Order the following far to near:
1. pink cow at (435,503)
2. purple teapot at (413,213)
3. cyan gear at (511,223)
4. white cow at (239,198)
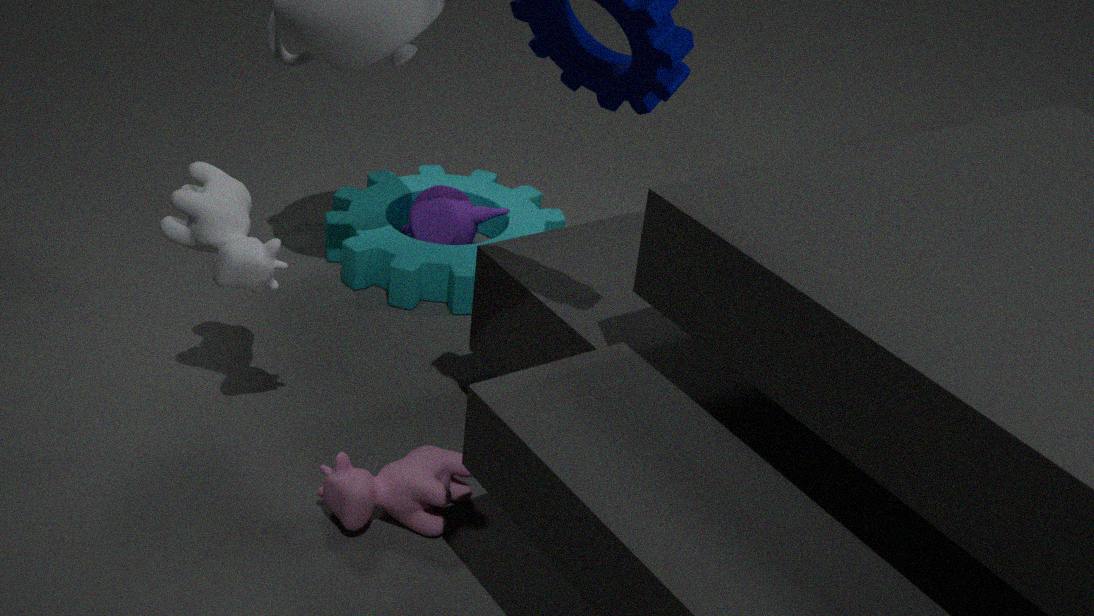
purple teapot at (413,213) → cyan gear at (511,223) → white cow at (239,198) → pink cow at (435,503)
